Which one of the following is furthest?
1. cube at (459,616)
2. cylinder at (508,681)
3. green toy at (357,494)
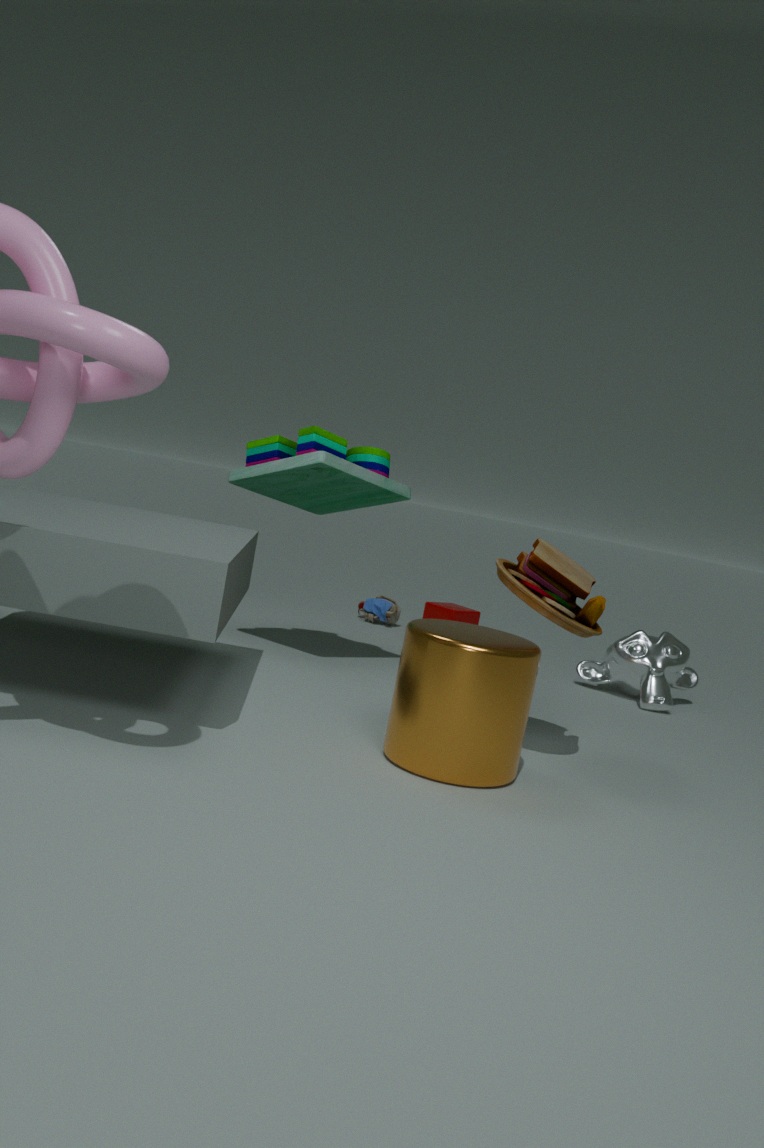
cube at (459,616)
